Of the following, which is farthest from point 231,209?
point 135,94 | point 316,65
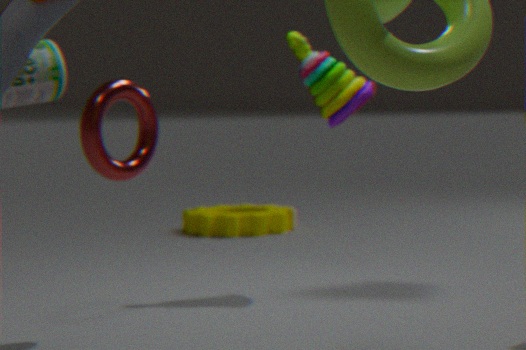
point 135,94
